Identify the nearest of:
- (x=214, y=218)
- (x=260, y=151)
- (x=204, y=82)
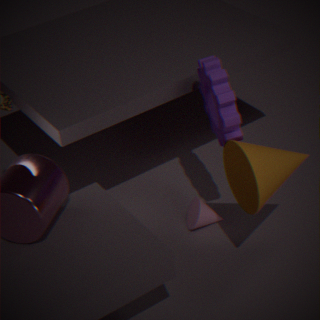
(x=260, y=151)
